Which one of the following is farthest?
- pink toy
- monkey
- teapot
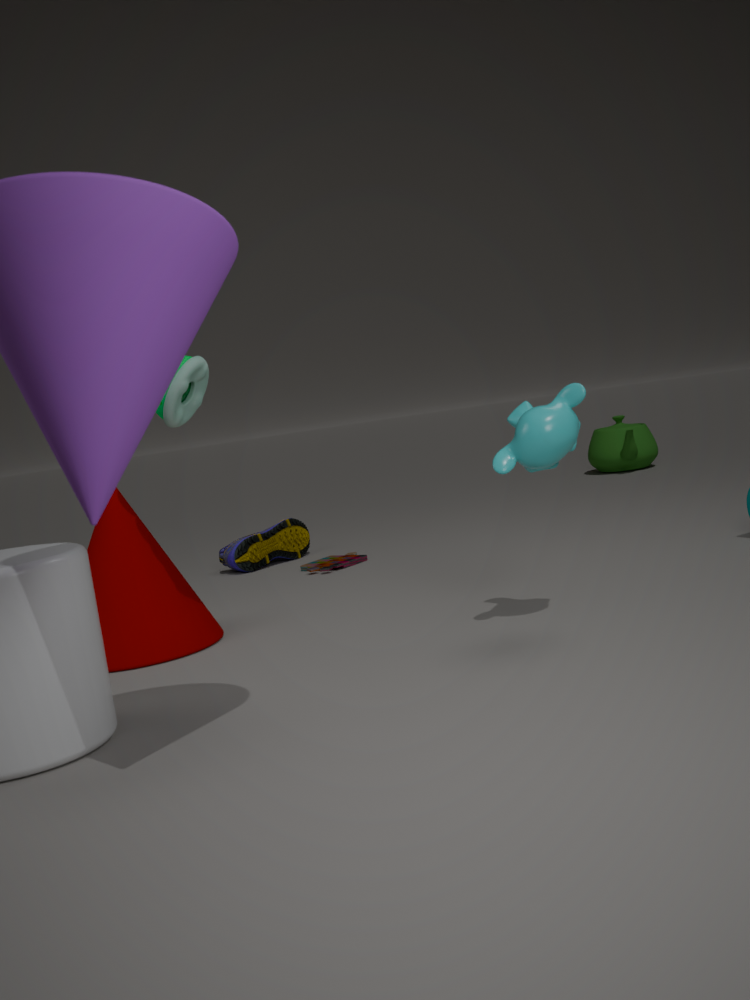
teapot
